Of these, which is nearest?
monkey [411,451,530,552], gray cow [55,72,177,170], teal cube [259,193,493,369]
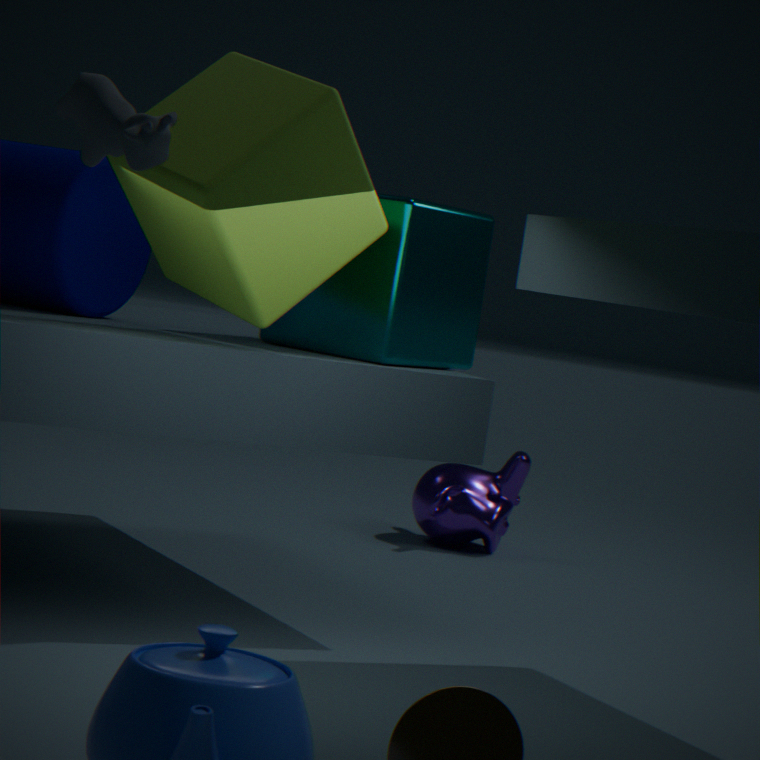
gray cow [55,72,177,170]
